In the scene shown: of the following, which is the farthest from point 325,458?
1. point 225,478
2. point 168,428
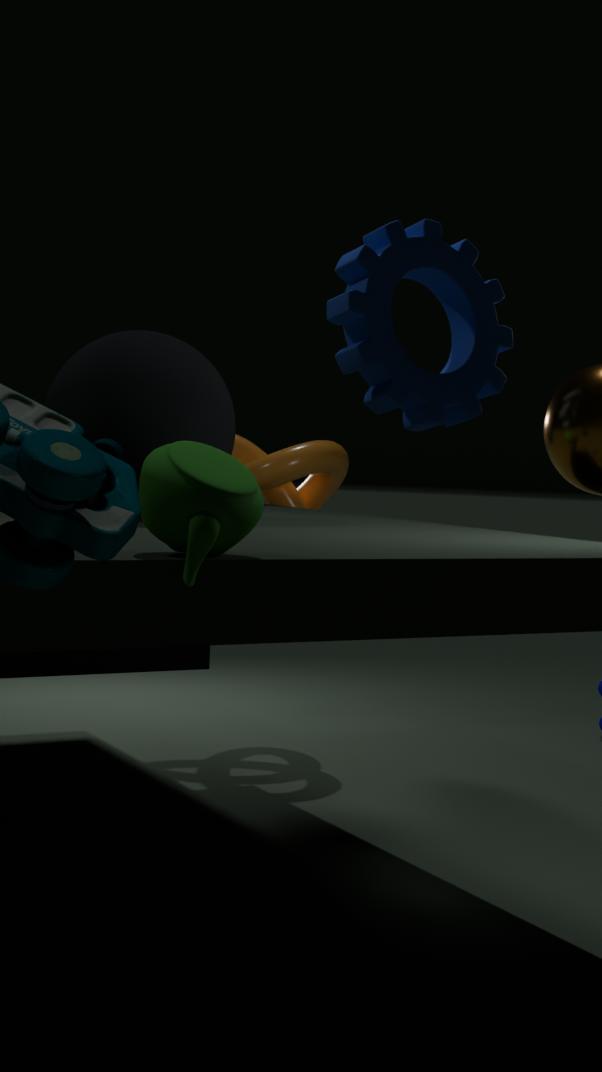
point 225,478
